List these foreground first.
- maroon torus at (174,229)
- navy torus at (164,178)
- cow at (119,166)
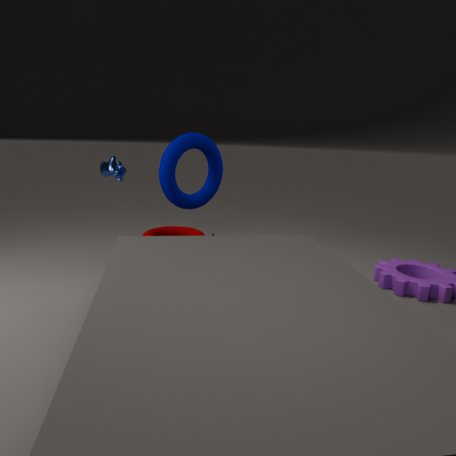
navy torus at (164,178)
cow at (119,166)
maroon torus at (174,229)
